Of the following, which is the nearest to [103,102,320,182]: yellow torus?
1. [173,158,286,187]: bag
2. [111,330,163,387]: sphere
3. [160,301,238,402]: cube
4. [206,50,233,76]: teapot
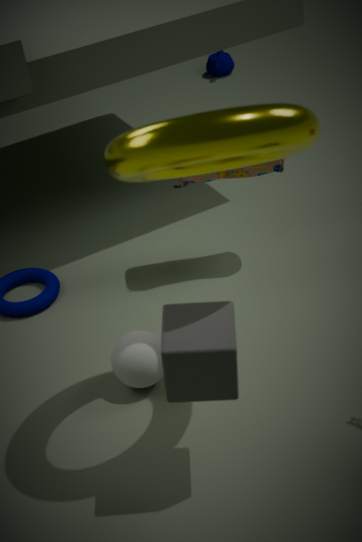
[160,301,238,402]: cube
